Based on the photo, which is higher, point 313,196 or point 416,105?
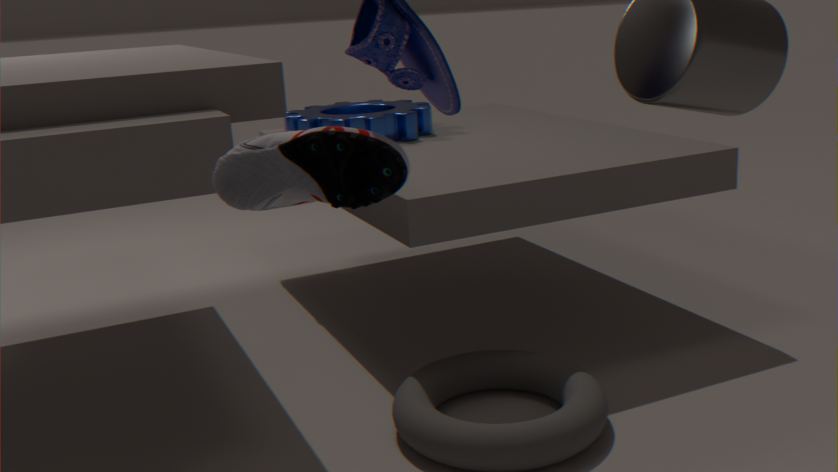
point 313,196
